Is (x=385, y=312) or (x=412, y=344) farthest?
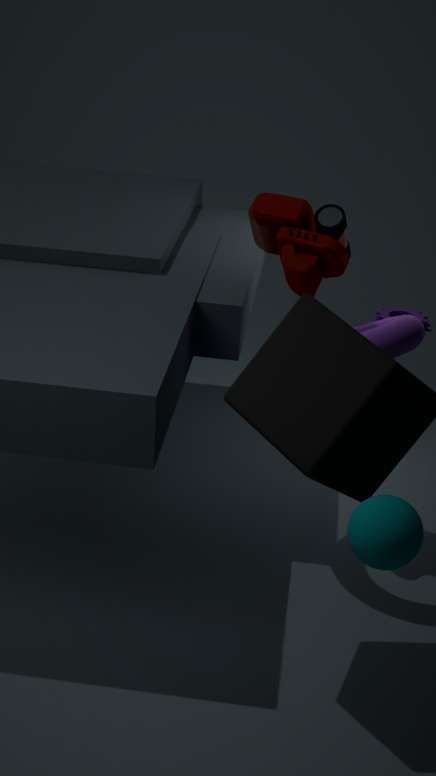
(x=385, y=312)
